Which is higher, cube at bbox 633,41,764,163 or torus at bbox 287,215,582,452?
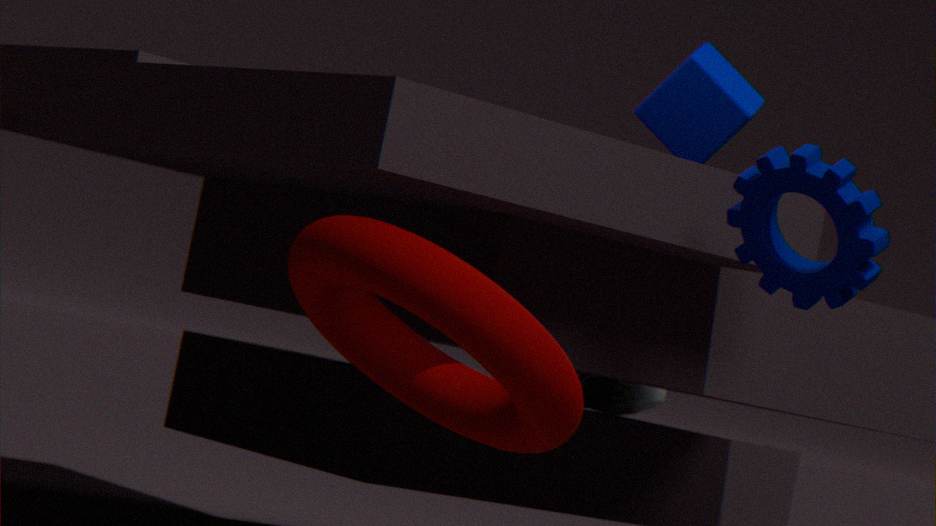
cube at bbox 633,41,764,163
